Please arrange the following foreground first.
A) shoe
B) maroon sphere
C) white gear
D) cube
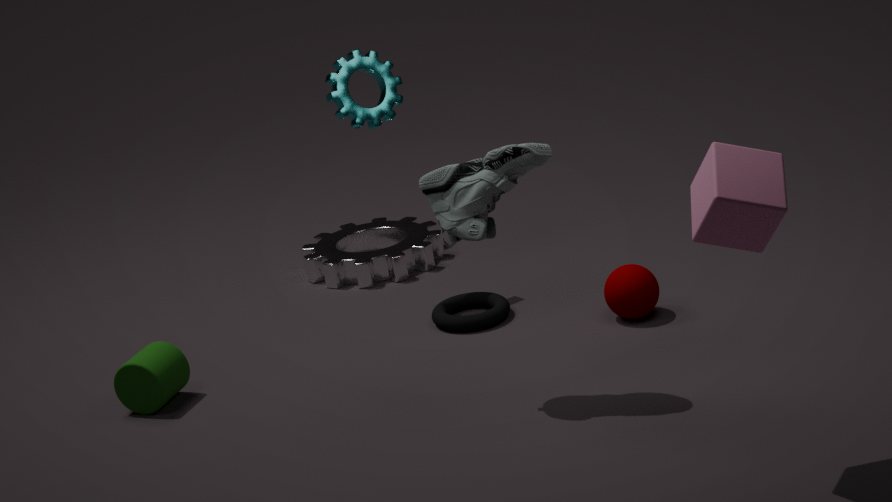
cube < shoe < maroon sphere < white gear
